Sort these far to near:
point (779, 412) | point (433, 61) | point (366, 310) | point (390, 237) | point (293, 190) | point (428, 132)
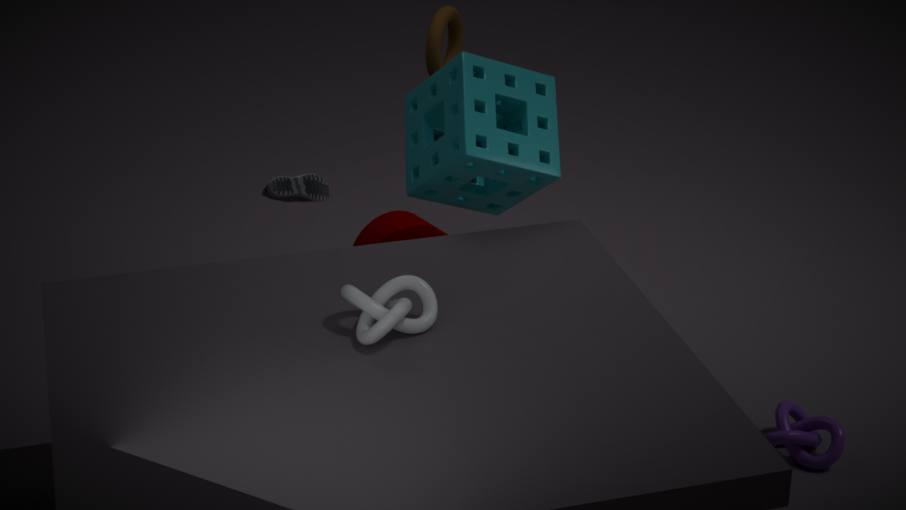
point (293, 190) < point (390, 237) < point (433, 61) < point (428, 132) < point (779, 412) < point (366, 310)
